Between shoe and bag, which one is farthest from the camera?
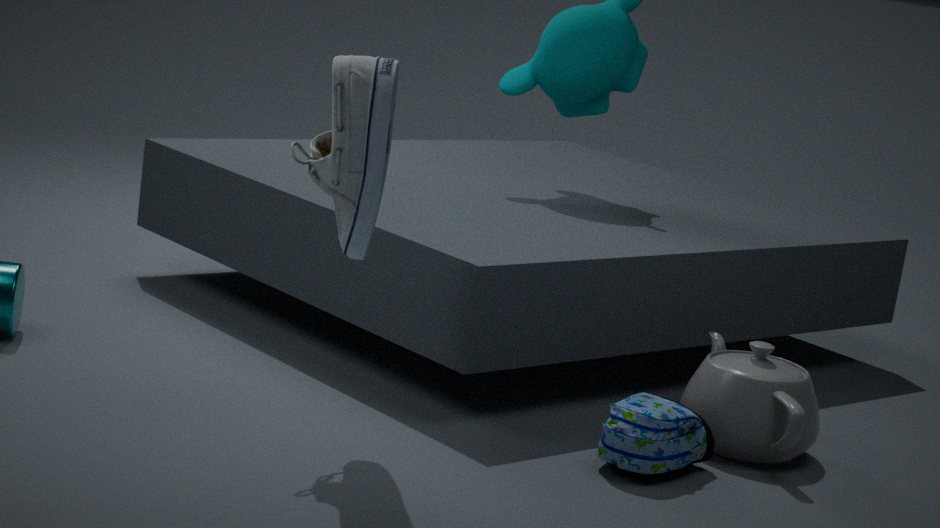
bag
